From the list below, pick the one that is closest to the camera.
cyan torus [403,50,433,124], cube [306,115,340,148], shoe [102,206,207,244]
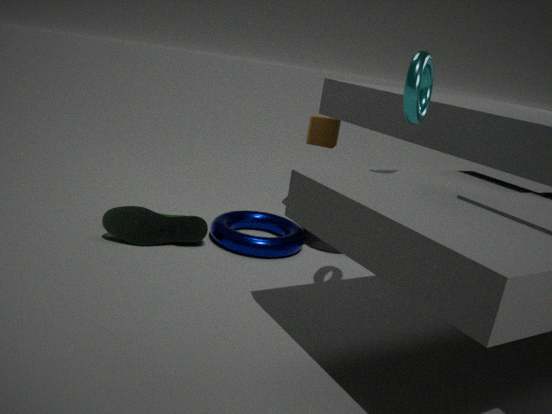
cyan torus [403,50,433,124]
